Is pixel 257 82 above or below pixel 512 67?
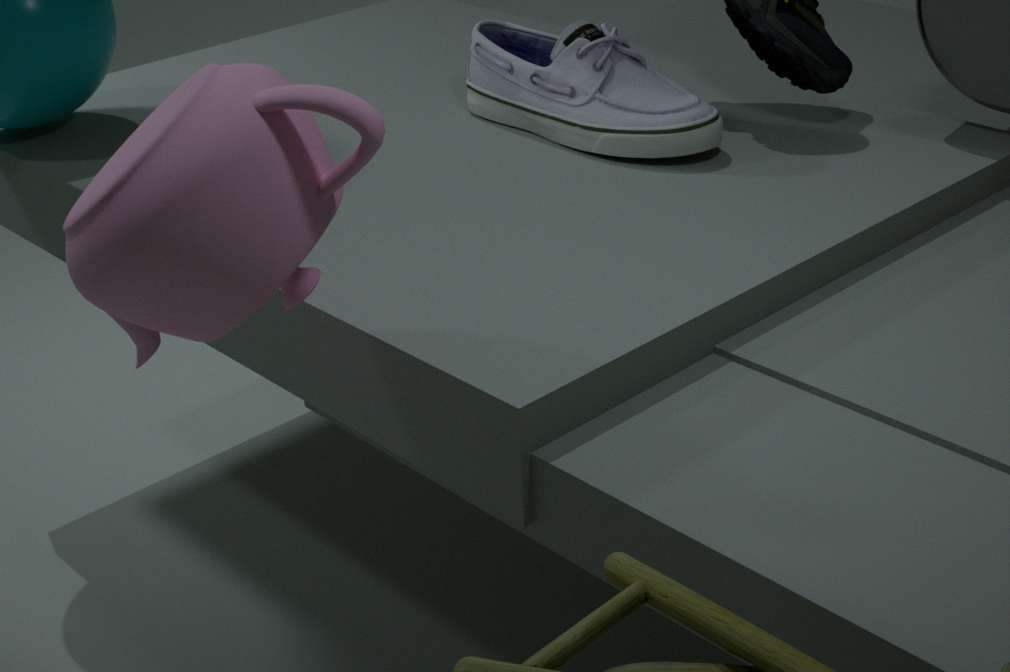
above
